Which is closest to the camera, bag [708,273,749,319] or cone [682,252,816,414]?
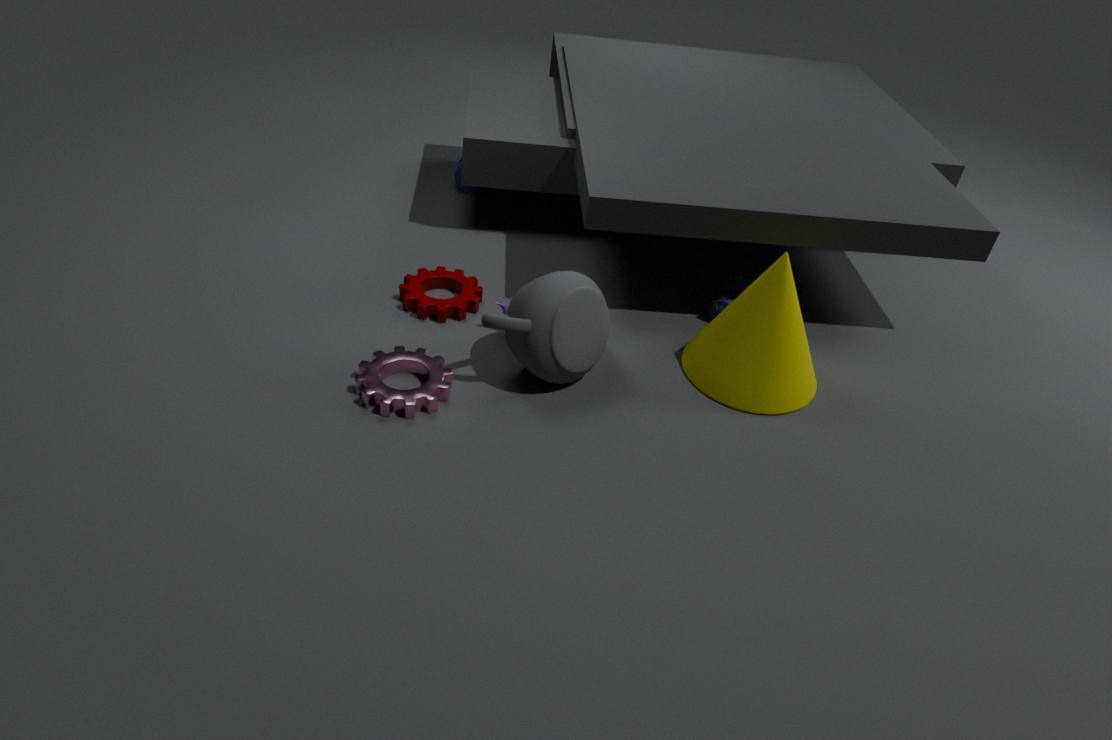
cone [682,252,816,414]
